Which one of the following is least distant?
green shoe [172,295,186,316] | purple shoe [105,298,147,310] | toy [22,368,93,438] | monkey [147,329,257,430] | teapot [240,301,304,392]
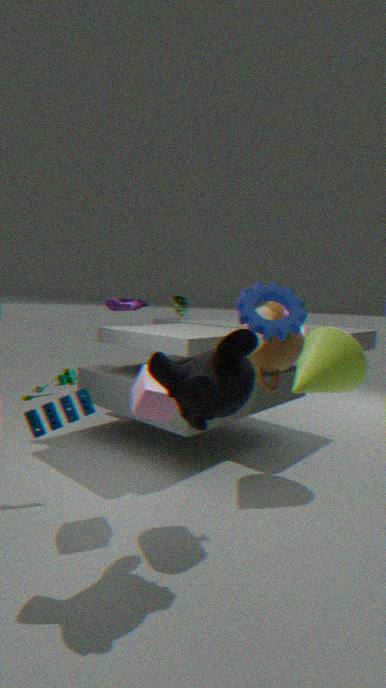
Answer: monkey [147,329,257,430]
